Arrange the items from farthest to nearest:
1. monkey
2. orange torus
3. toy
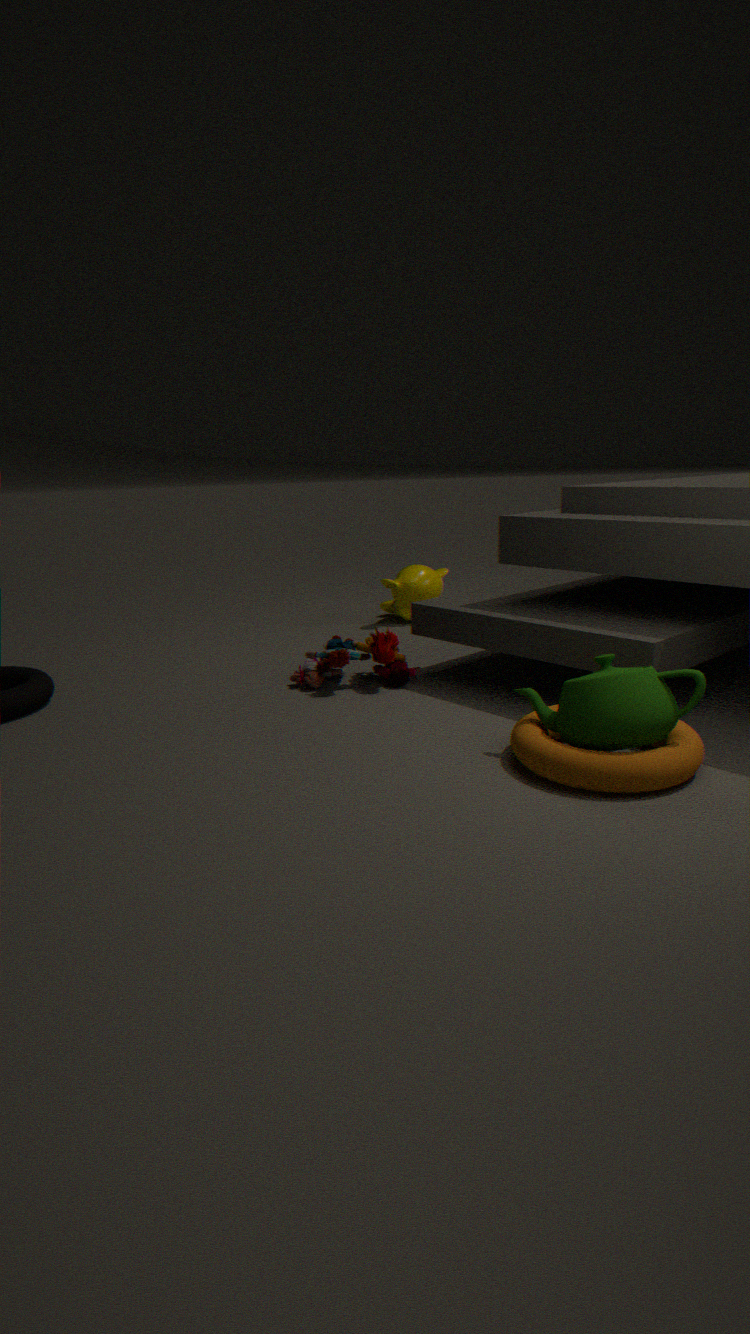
monkey
toy
orange torus
